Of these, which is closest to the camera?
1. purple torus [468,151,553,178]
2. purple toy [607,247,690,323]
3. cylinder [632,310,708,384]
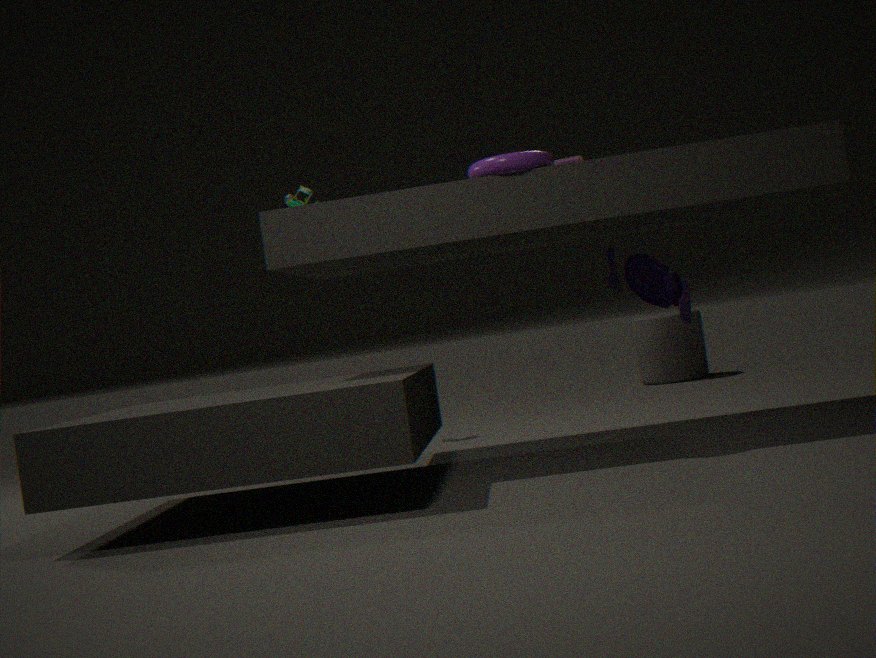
purple torus [468,151,553,178]
